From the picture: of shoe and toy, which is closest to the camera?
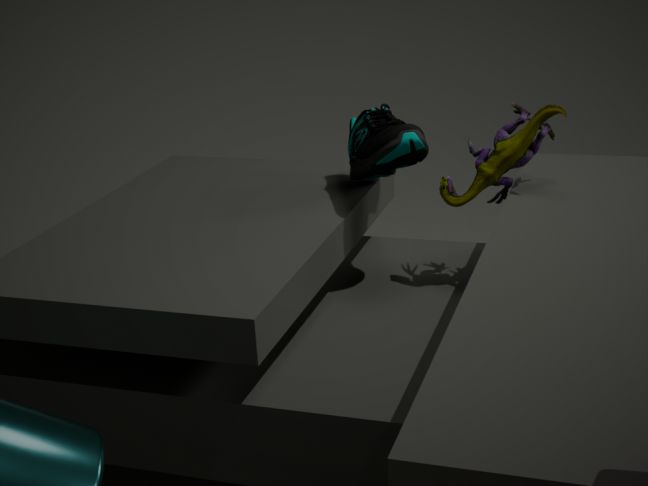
toy
